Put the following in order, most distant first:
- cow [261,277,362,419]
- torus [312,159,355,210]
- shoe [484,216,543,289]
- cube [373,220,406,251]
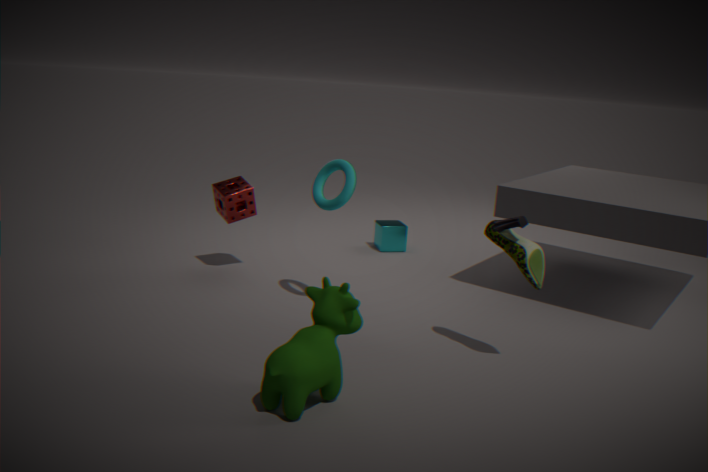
1. cube [373,220,406,251]
2. torus [312,159,355,210]
3. shoe [484,216,543,289]
4. cow [261,277,362,419]
